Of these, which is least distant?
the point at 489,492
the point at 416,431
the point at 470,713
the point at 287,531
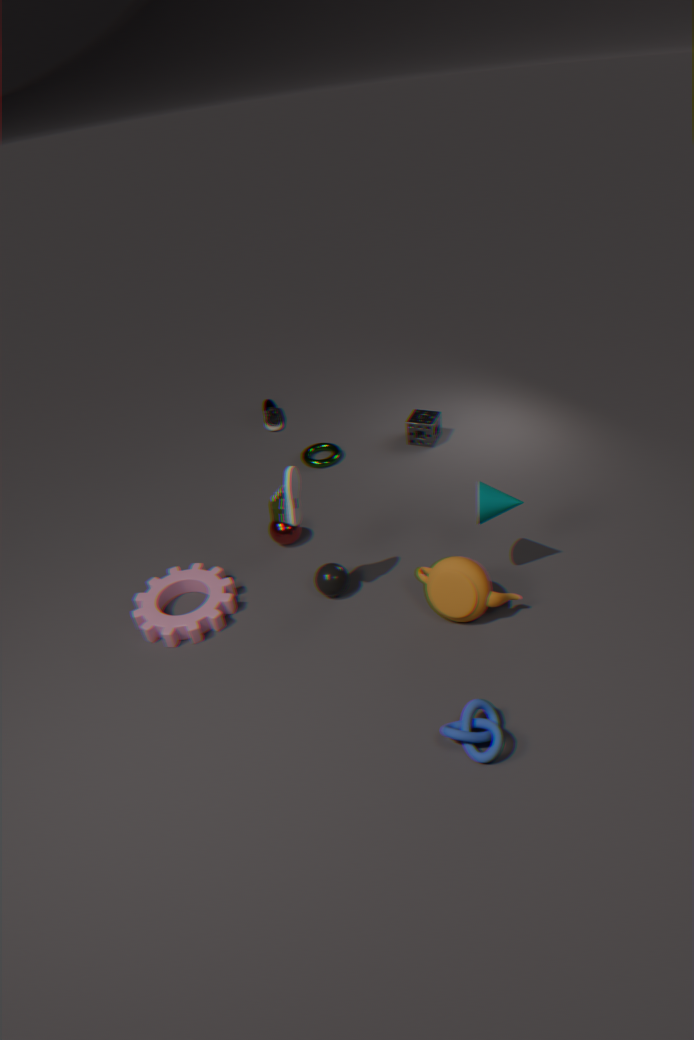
the point at 470,713
